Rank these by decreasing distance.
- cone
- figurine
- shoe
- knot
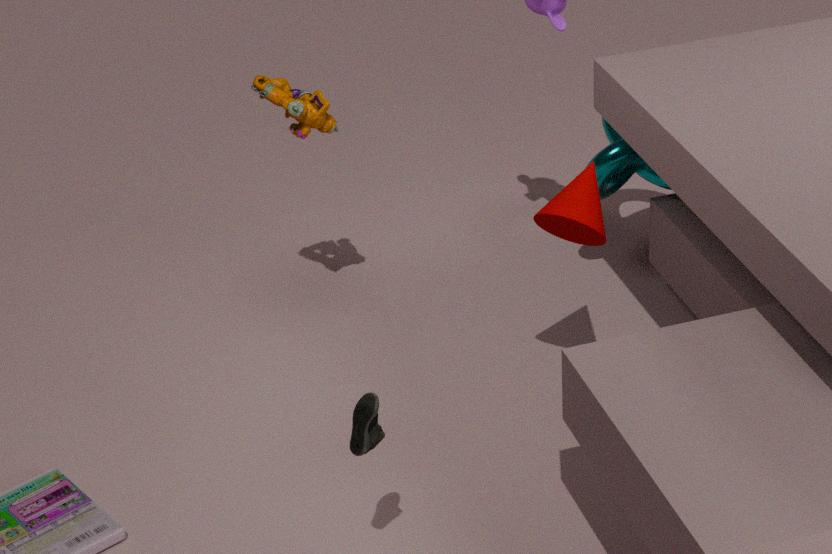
knot → figurine → cone → shoe
